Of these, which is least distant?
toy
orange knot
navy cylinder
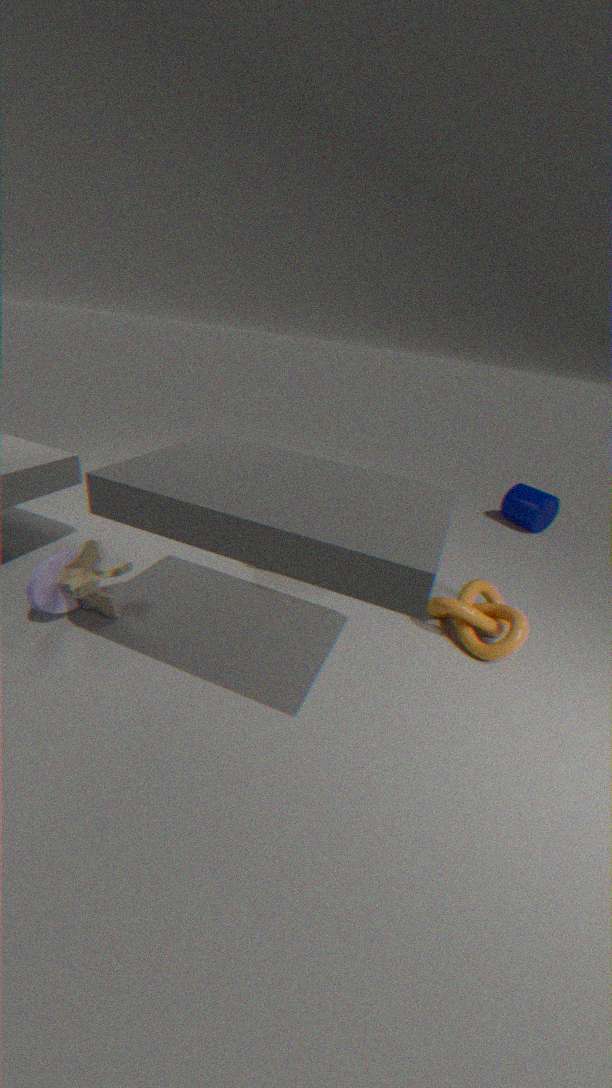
toy
